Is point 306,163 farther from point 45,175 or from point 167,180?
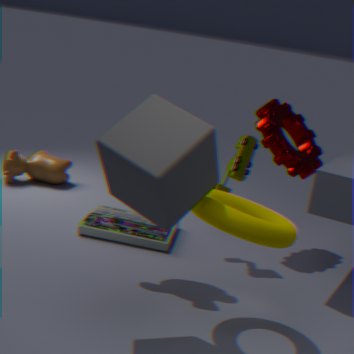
point 45,175
